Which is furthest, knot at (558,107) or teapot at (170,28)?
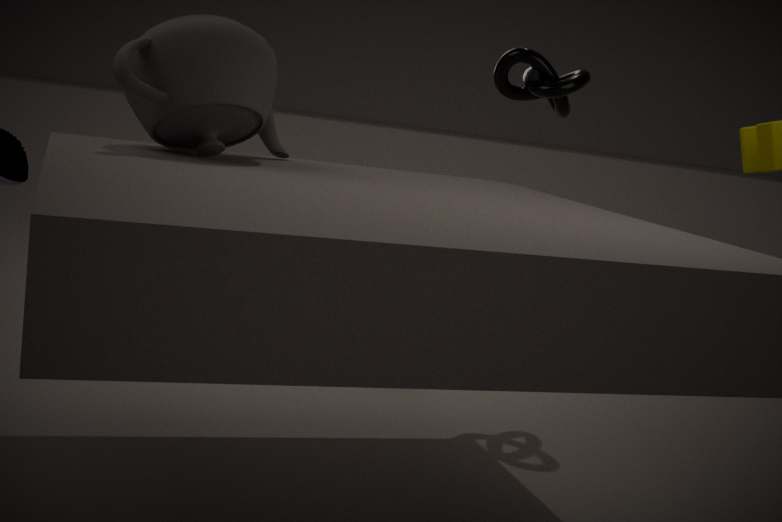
knot at (558,107)
